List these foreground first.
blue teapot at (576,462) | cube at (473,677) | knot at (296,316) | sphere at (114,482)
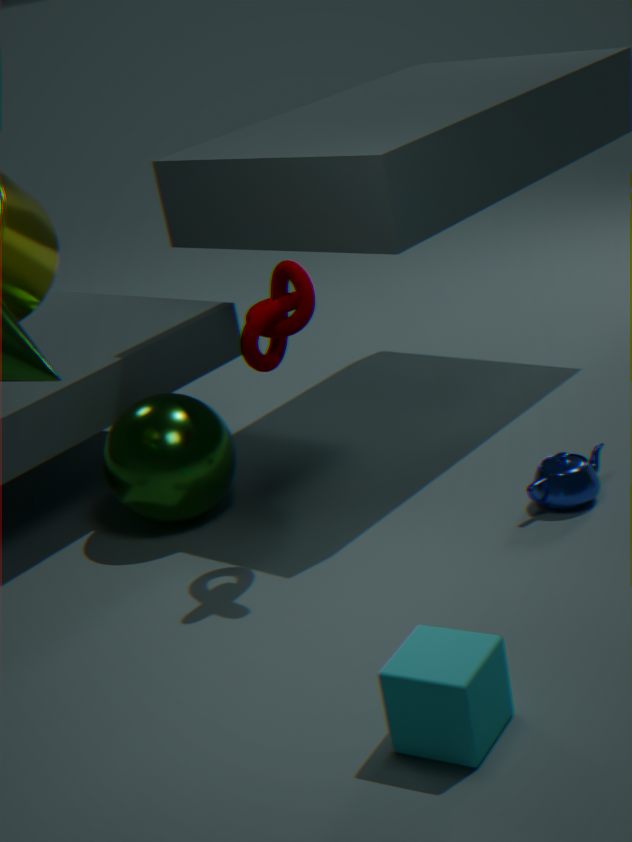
cube at (473,677), knot at (296,316), blue teapot at (576,462), sphere at (114,482)
